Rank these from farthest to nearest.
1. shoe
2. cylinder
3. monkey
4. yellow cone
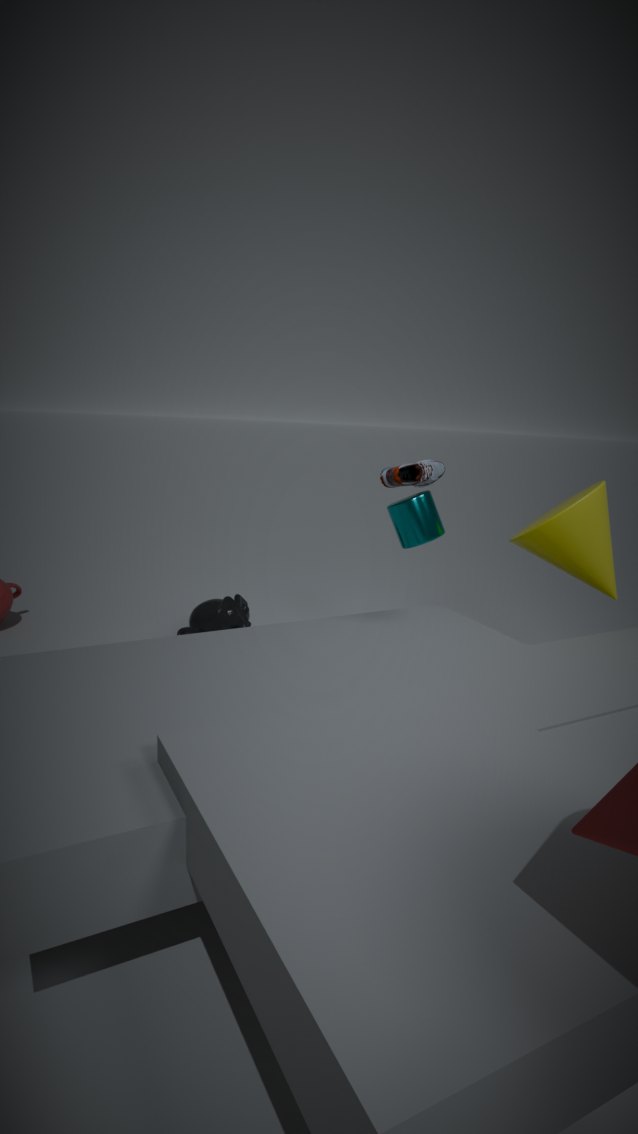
monkey → shoe → yellow cone → cylinder
